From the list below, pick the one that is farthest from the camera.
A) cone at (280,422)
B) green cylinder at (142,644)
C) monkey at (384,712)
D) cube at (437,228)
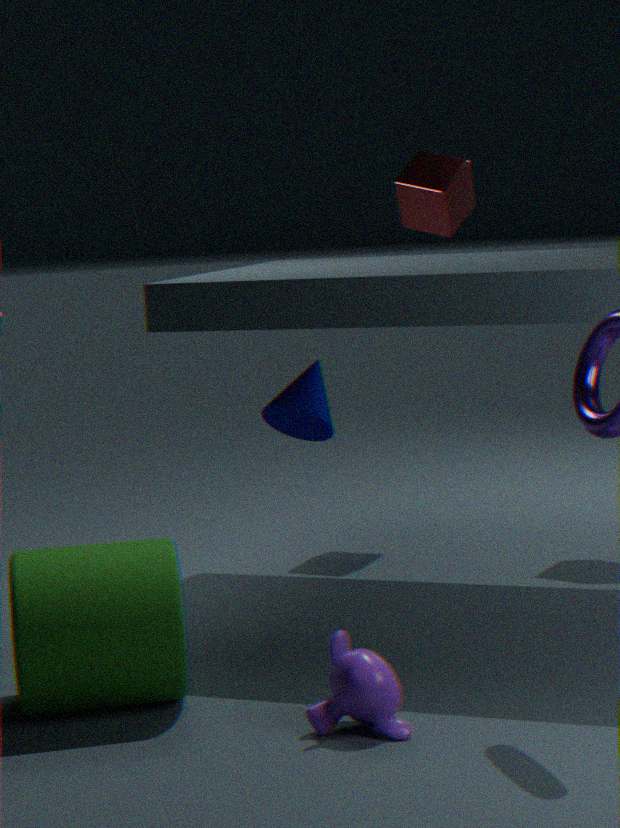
cube at (437,228)
